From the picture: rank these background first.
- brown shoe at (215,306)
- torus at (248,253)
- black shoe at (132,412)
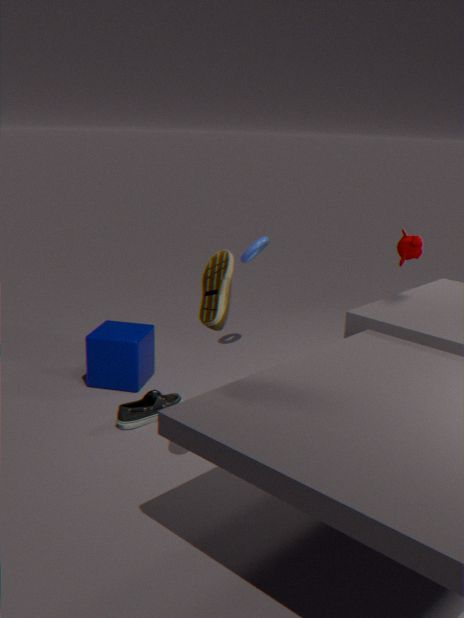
→ 1. torus at (248,253)
2. black shoe at (132,412)
3. brown shoe at (215,306)
